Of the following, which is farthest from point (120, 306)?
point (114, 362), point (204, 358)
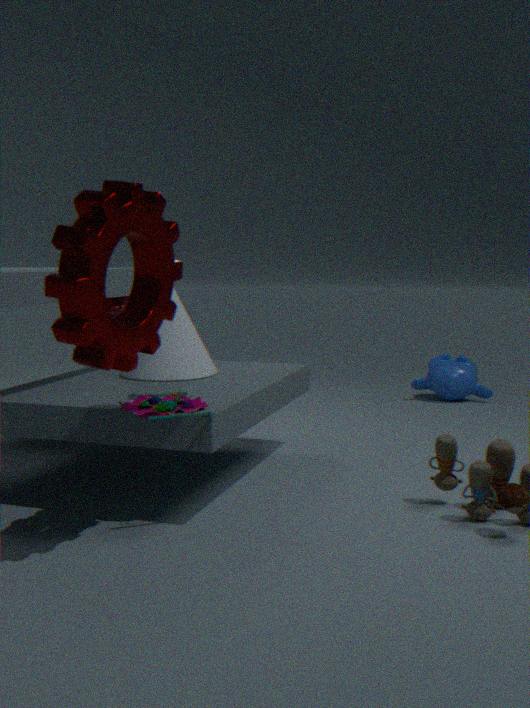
point (114, 362)
